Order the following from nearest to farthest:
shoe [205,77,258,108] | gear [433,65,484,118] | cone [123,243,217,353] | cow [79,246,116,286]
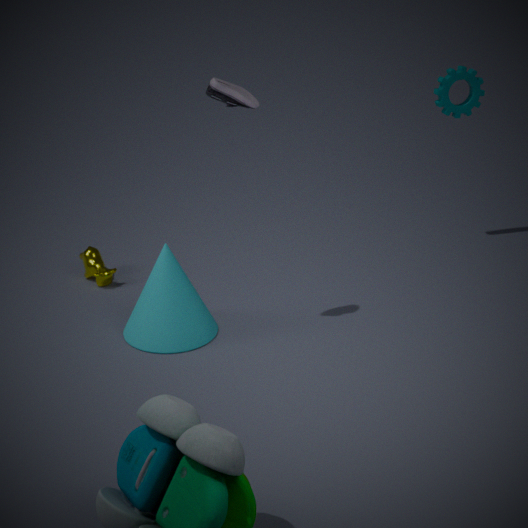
shoe [205,77,258,108] < cone [123,243,217,353] < cow [79,246,116,286] < gear [433,65,484,118]
